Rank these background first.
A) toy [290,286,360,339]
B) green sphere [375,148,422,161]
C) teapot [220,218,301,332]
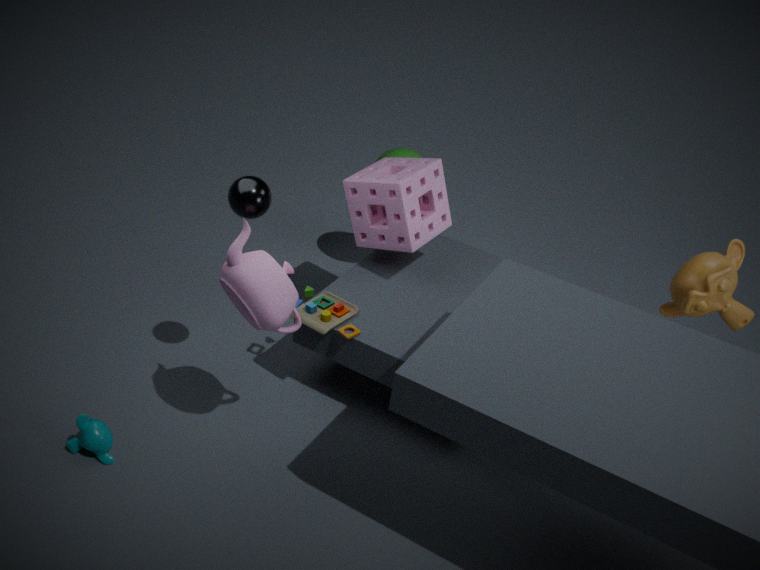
1. green sphere [375,148,422,161]
2. toy [290,286,360,339]
3. teapot [220,218,301,332]
